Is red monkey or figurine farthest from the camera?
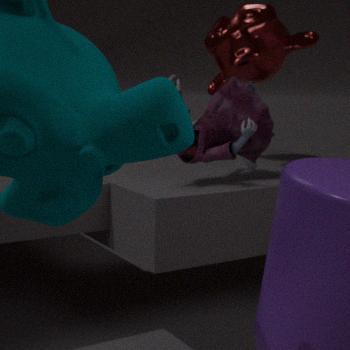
red monkey
